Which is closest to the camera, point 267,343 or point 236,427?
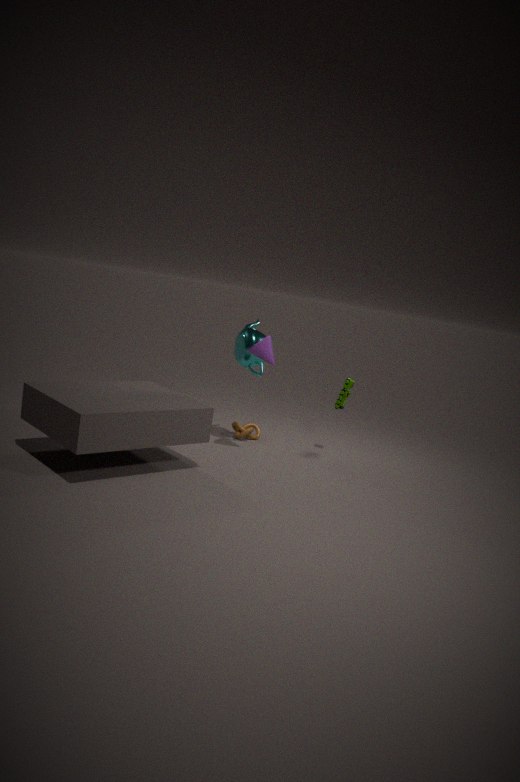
point 267,343
